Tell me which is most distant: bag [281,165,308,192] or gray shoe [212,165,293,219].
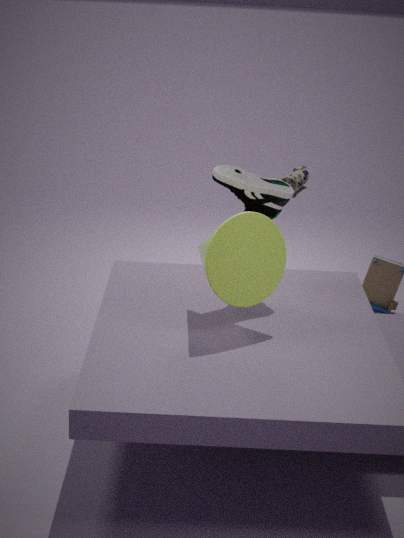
bag [281,165,308,192]
